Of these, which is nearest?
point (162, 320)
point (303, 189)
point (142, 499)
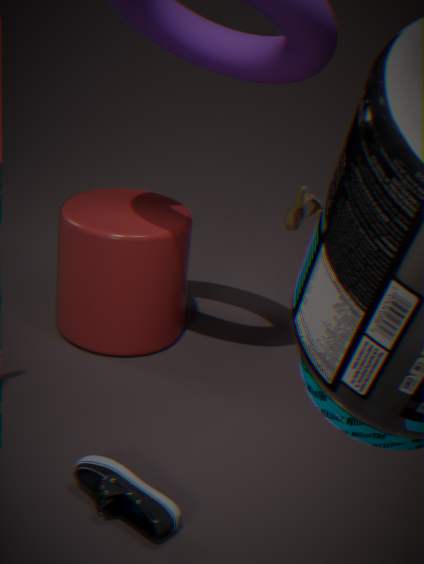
point (142, 499)
